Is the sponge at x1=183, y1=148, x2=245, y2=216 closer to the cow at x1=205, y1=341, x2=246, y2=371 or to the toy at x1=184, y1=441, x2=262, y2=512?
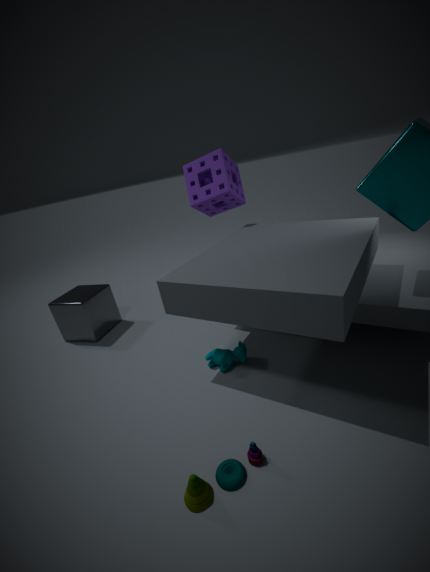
the cow at x1=205, y1=341, x2=246, y2=371
